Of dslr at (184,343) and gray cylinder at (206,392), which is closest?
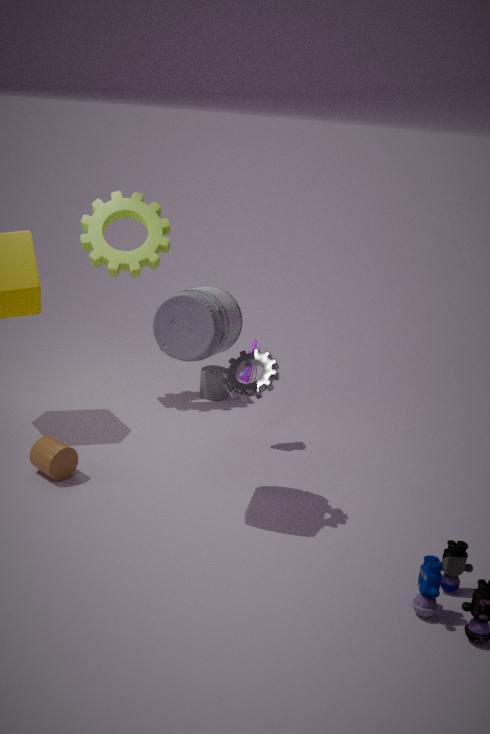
dslr at (184,343)
